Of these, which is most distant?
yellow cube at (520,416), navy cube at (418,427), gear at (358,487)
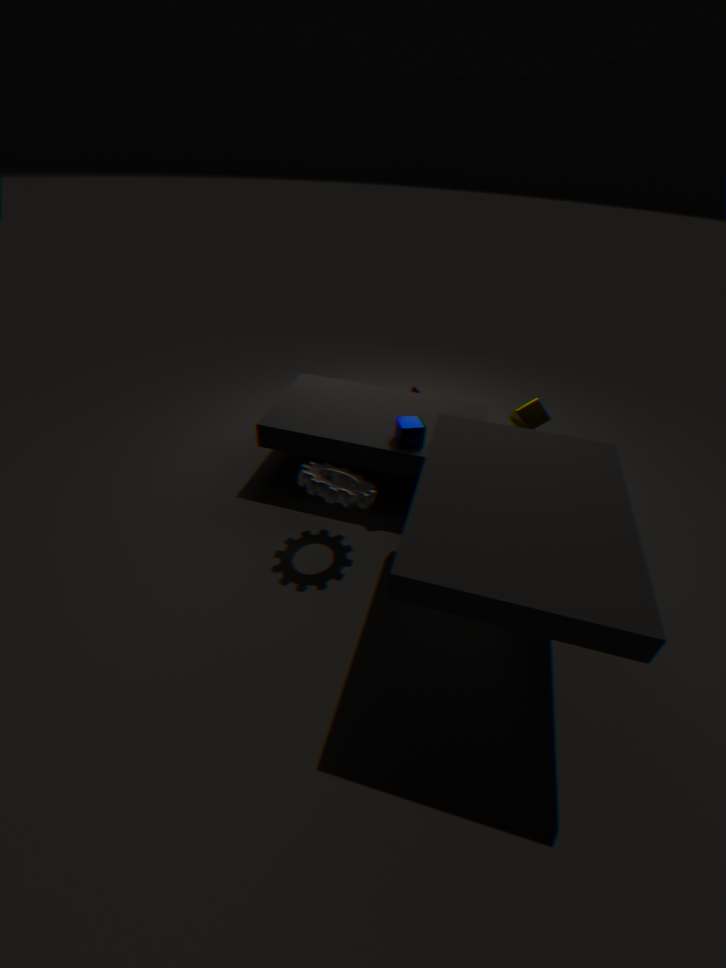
navy cube at (418,427)
